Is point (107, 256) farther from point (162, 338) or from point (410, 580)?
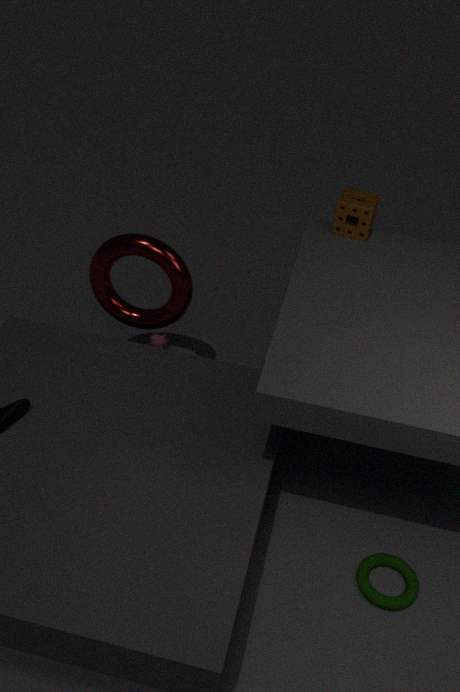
point (410, 580)
